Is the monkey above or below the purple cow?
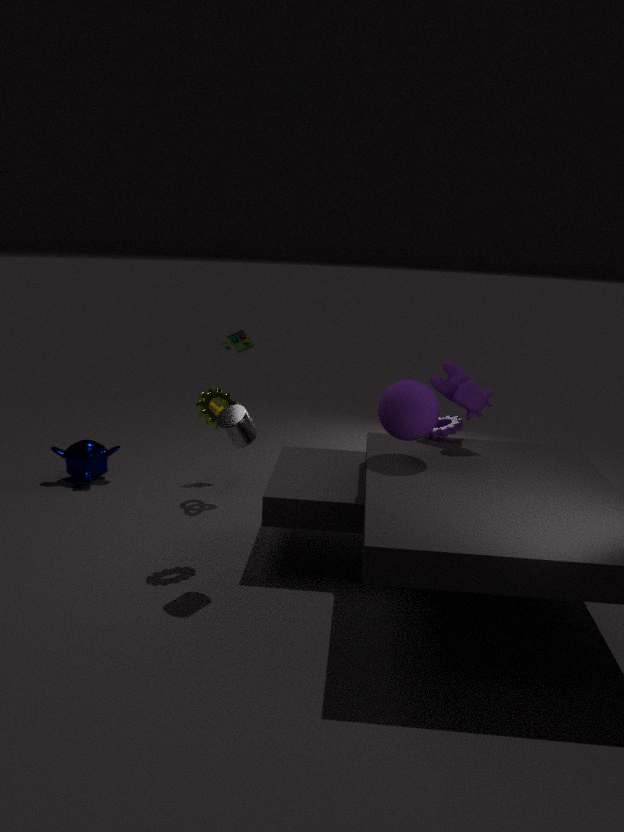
below
